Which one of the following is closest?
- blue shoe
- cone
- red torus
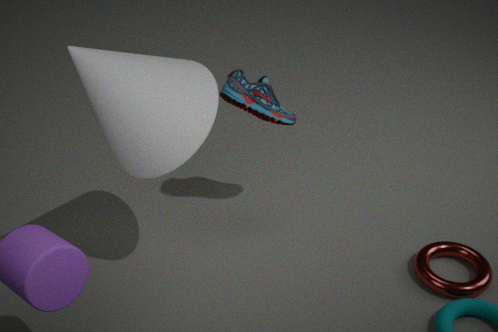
cone
